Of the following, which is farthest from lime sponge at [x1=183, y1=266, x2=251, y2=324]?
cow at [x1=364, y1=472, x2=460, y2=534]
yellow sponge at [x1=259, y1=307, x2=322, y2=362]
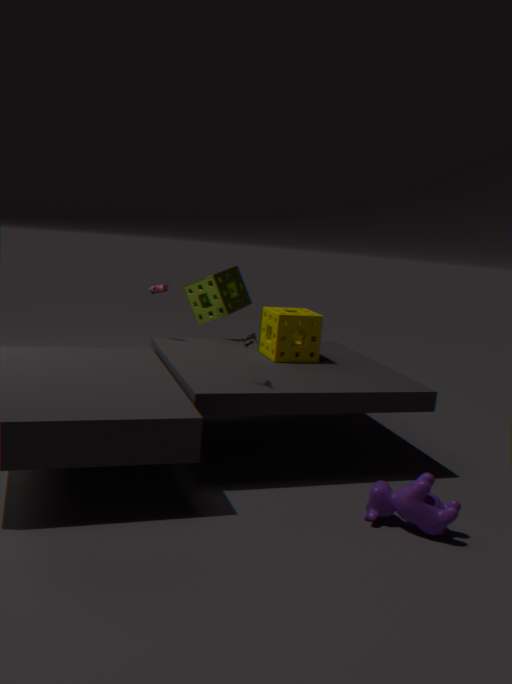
cow at [x1=364, y1=472, x2=460, y2=534]
